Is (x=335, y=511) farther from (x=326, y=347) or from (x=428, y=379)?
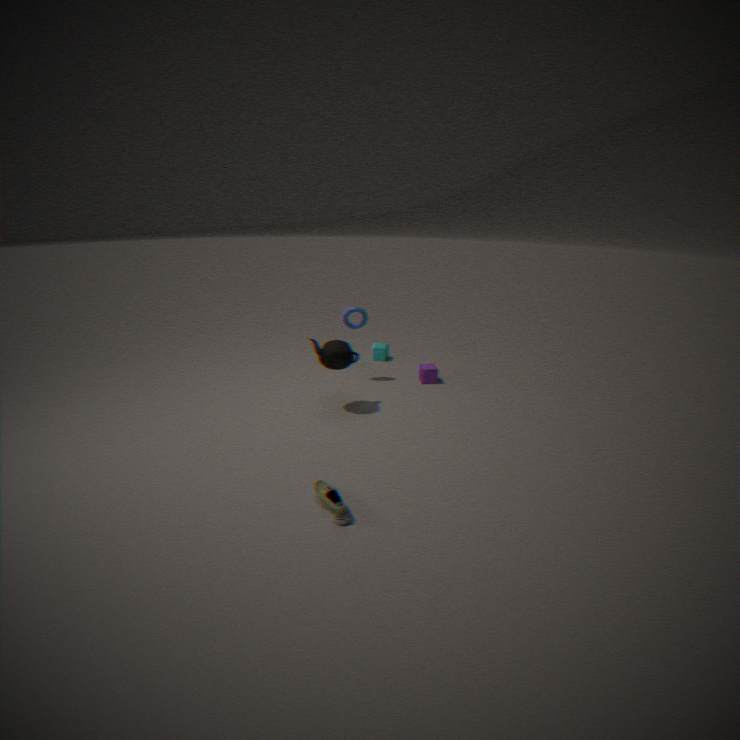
(x=428, y=379)
